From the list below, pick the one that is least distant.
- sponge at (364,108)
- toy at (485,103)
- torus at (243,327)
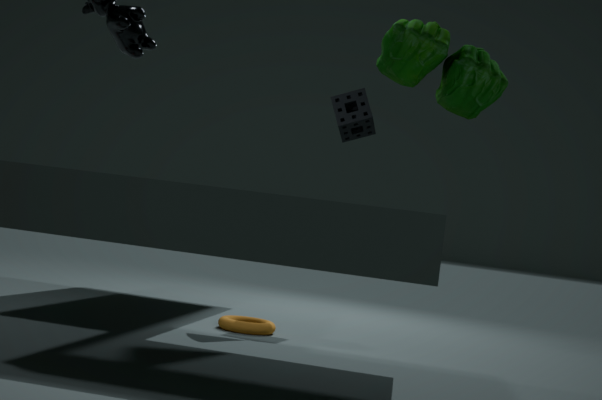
toy at (485,103)
